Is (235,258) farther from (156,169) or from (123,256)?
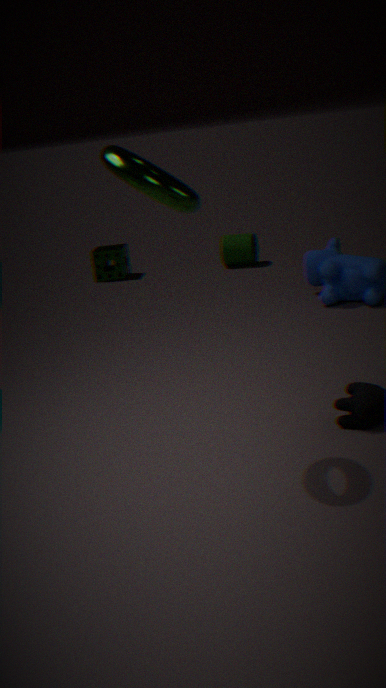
(156,169)
